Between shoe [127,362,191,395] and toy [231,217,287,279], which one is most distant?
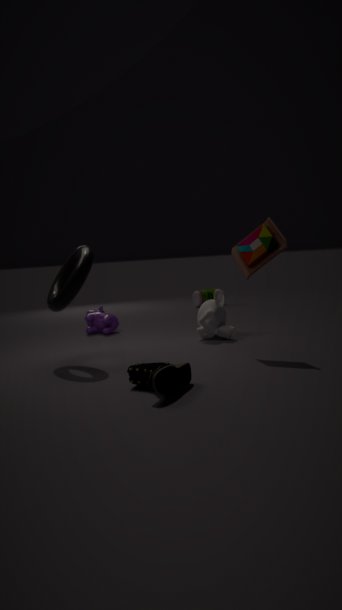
toy [231,217,287,279]
